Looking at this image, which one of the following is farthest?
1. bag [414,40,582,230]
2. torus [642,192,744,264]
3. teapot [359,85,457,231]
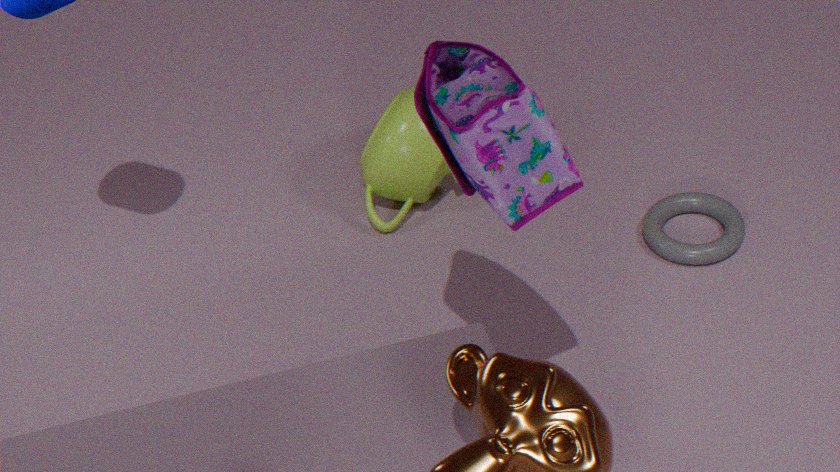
teapot [359,85,457,231]
